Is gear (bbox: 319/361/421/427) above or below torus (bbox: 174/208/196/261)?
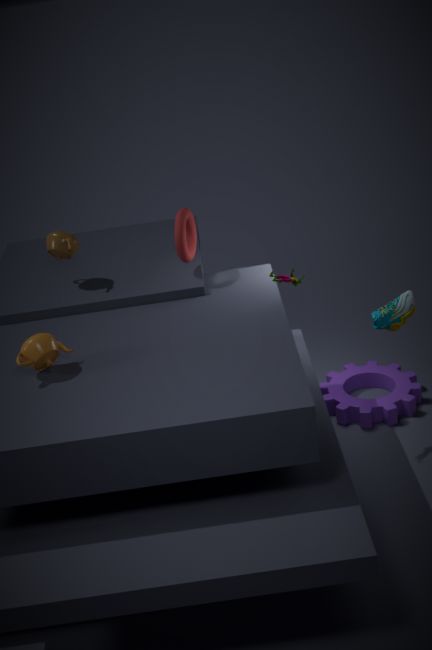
below
